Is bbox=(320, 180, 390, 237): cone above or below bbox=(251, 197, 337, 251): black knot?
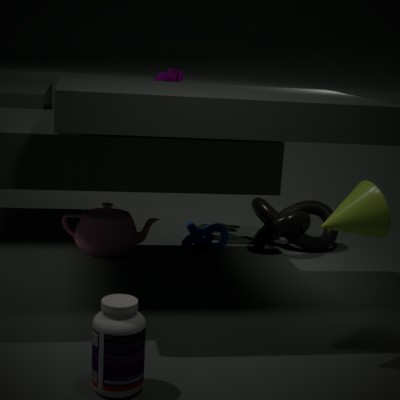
above
